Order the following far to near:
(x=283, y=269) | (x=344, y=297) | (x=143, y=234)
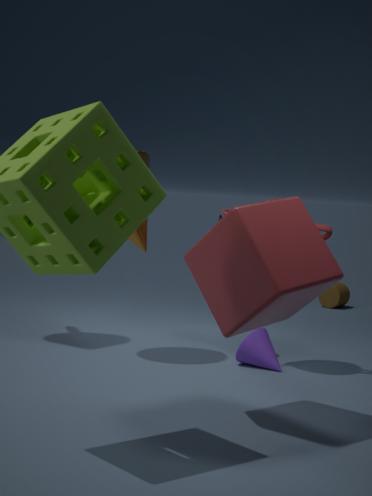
1. (x=344, y=297)
2. (x=143, y=234)
3. (x=283, y=269)
